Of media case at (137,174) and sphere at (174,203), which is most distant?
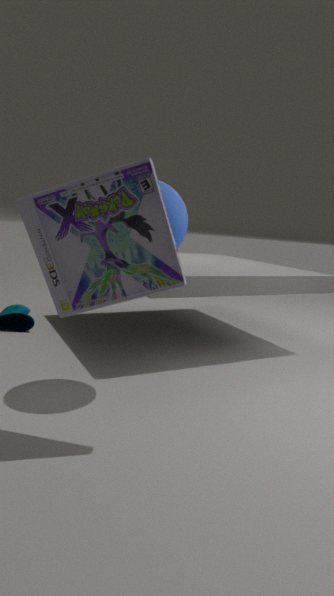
sphere at (174,203)
